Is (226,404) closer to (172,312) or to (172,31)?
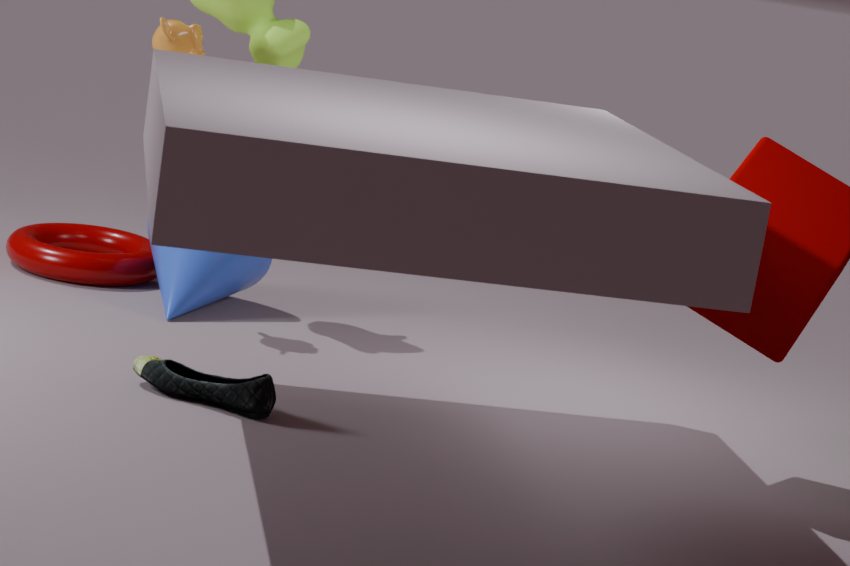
(172,312)
